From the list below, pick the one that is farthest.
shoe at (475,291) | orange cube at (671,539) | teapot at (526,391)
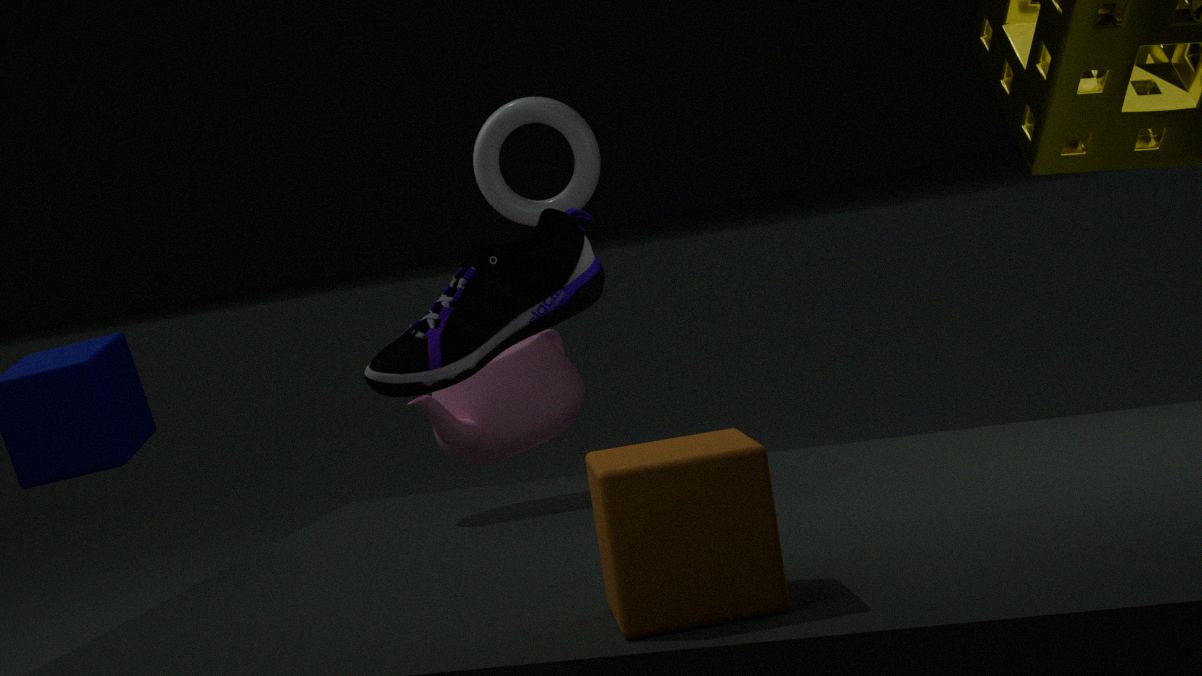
teapot at (526,391)
